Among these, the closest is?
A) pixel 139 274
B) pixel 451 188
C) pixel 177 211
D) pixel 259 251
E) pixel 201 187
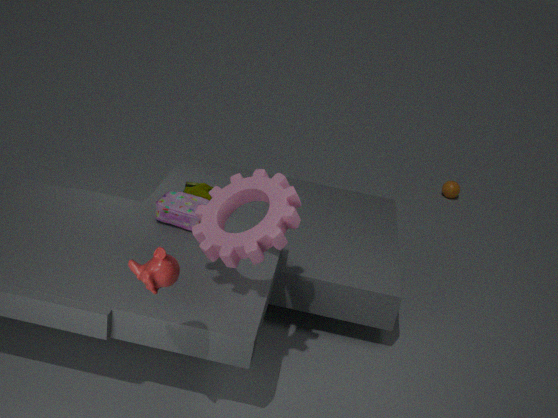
pixel 139 274
